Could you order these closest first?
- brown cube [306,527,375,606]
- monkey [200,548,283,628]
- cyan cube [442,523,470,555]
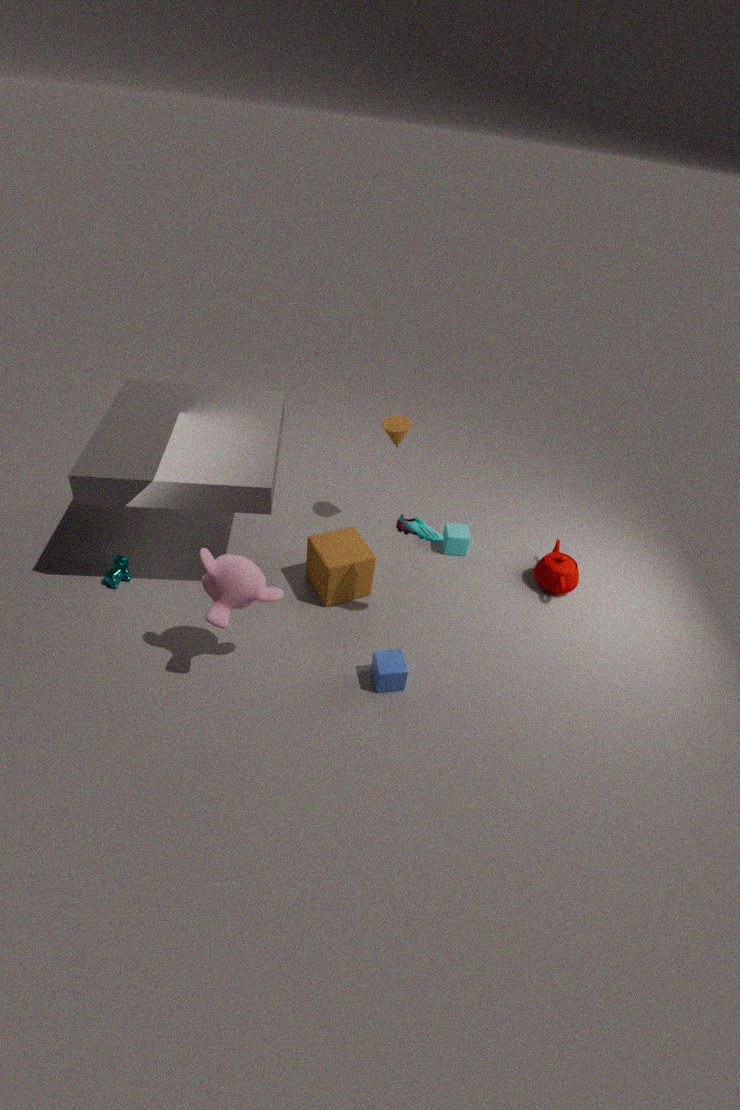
monkey [200,548,283,628], brown cube [306,527,375,606], cyan cube [442,523,470,555]
